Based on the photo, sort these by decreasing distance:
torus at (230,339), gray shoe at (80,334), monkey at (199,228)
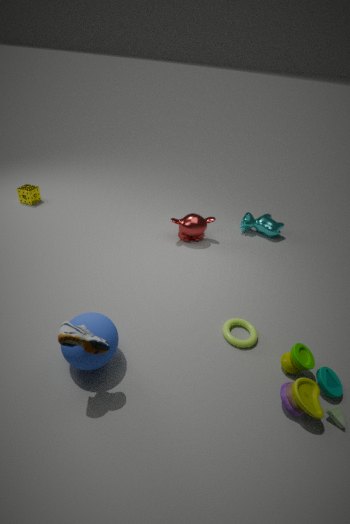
monkey at (199,228) < torus at (230,339) < gray shoe at (80,334)
